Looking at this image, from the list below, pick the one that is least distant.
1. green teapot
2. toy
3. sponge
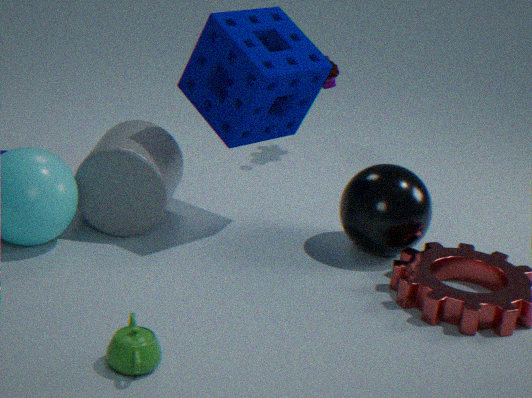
green teapot
